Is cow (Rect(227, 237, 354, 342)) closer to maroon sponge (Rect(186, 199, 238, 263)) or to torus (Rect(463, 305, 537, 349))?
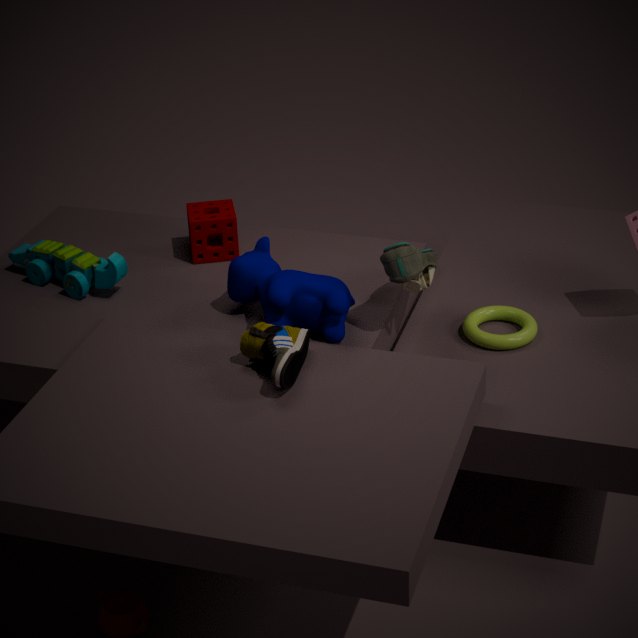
maroon sponge (Rect(186, 199, 238, 263))
